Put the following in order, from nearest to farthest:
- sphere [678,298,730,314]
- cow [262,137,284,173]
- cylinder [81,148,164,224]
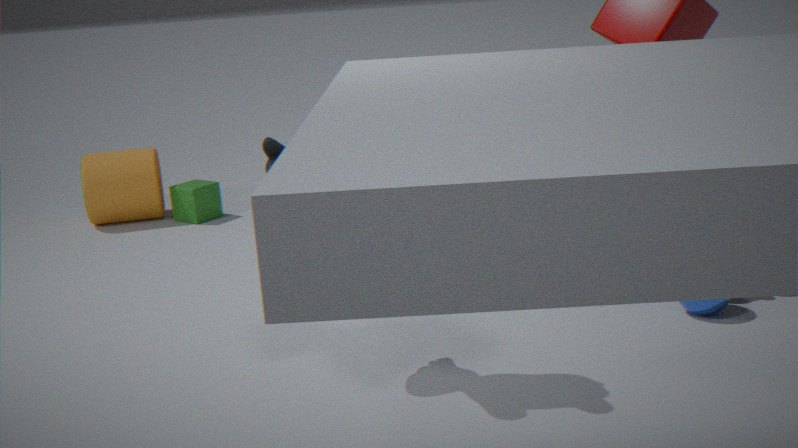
1. cow [262,137,284,173]
2. sphere [678,298,730,314]
3. cylinder [81,148,164,224]
